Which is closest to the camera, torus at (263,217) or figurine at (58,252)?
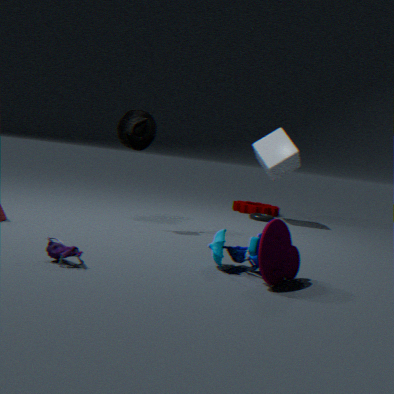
figurine at (58,252)
